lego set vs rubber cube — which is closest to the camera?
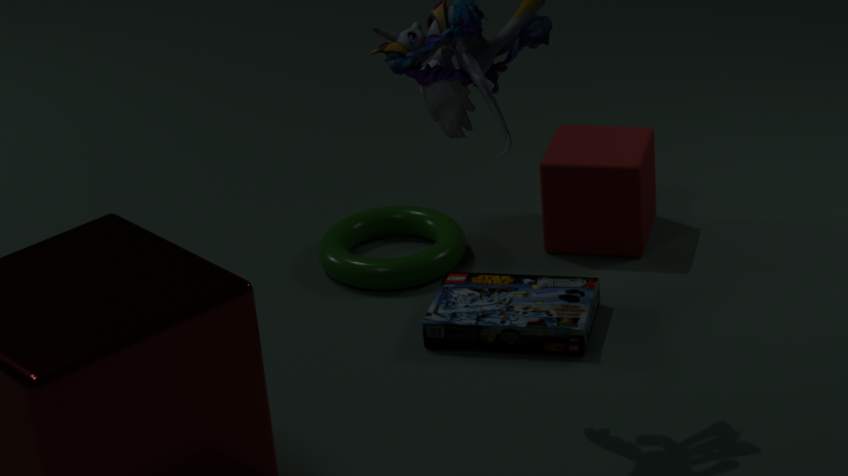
lego set
